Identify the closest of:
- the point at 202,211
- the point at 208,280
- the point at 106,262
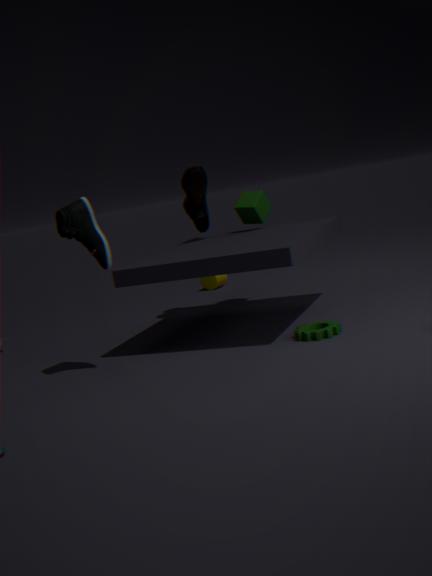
the point at 106,262
